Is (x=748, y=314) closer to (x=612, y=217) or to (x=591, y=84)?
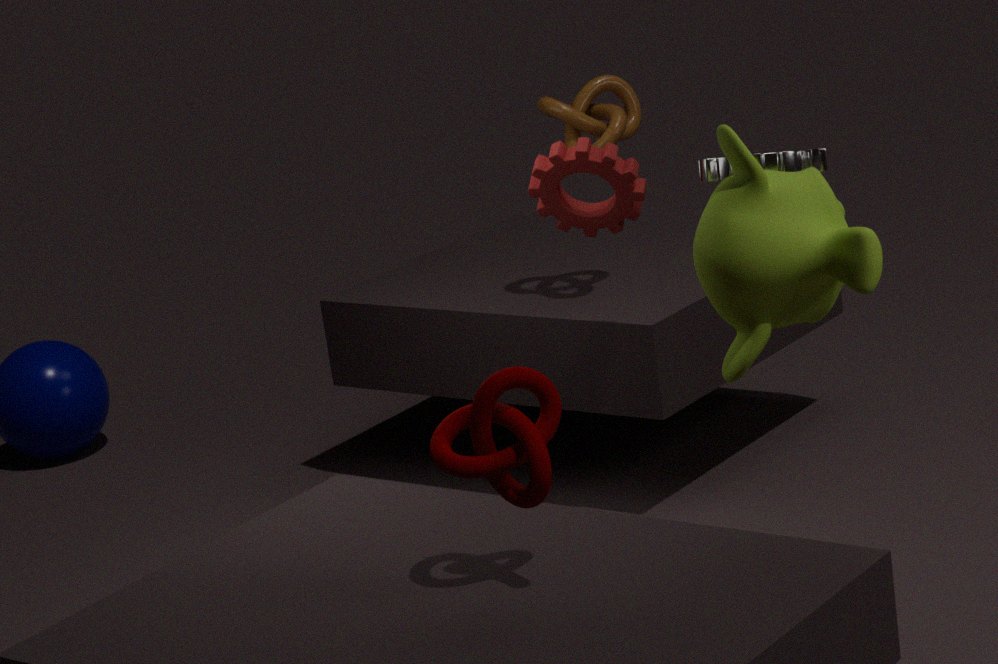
(x=612, y=217)
